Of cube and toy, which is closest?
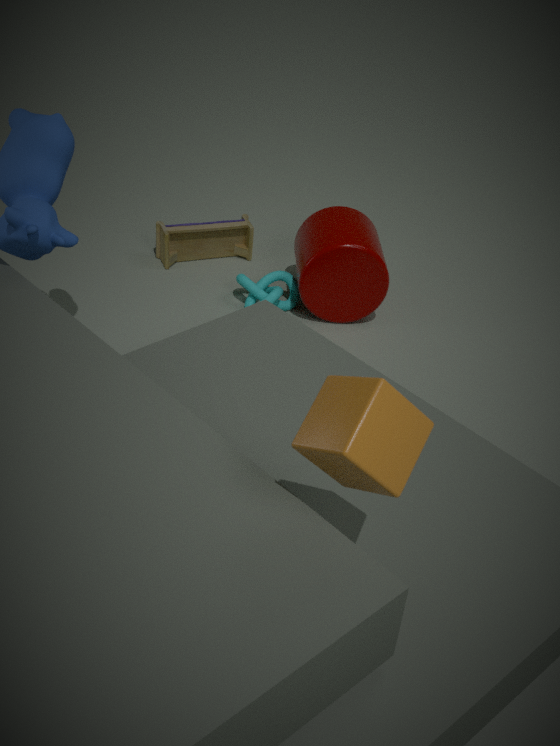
cube
